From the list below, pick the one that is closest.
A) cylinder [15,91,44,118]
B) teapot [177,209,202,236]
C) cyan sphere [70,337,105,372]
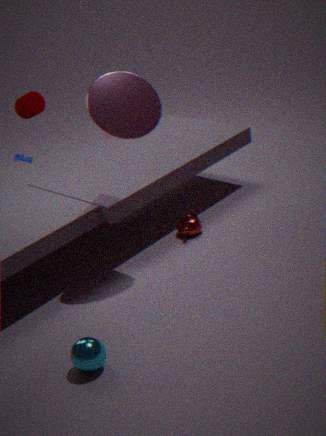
cyan sphere [70,337,105,372]
